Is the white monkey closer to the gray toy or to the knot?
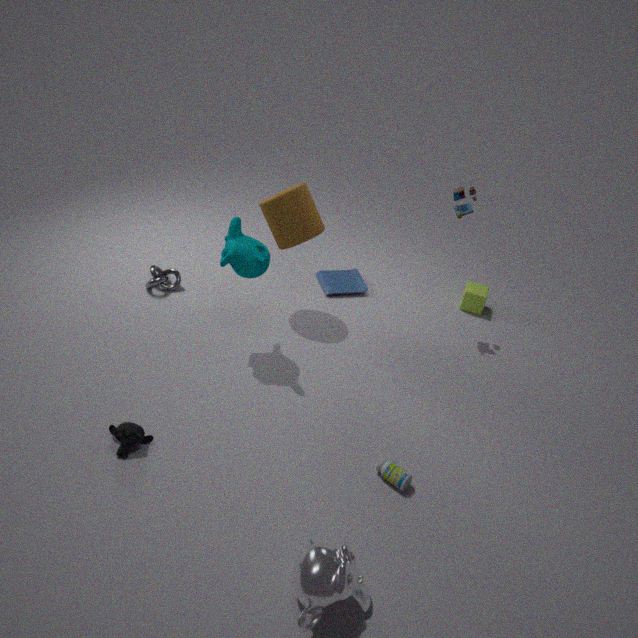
the knot
